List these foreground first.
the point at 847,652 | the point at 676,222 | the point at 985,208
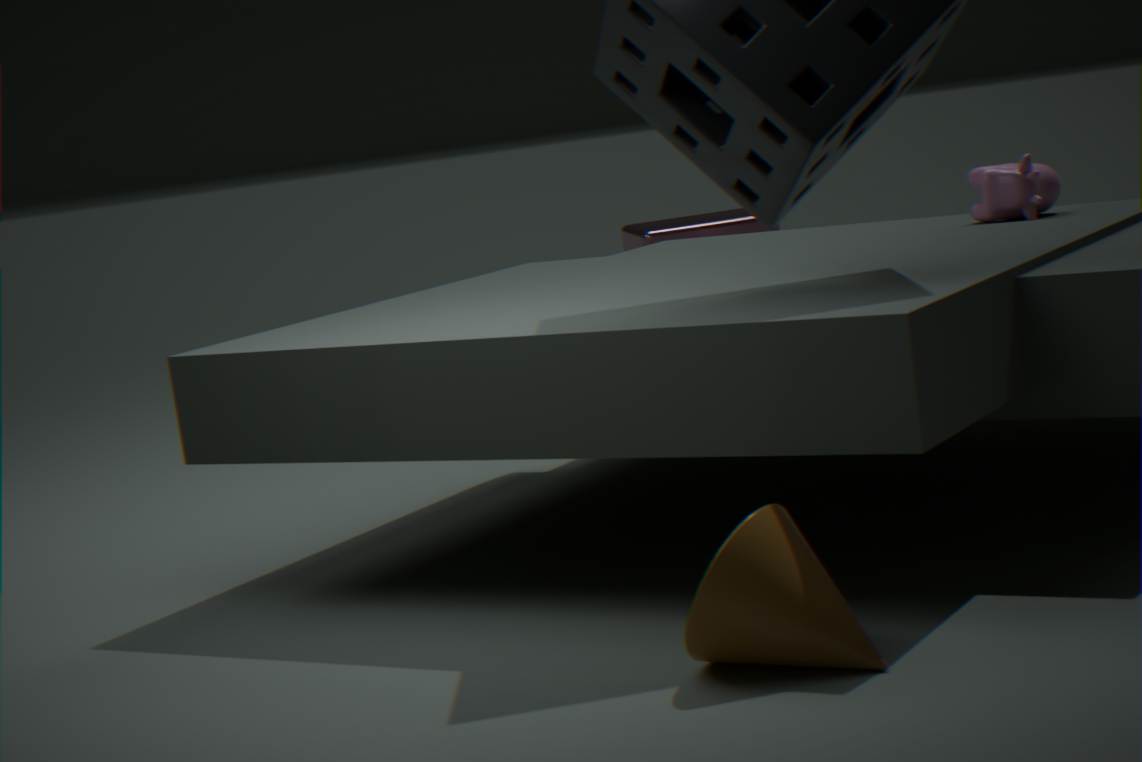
the point at 847,652 → the point at 985,208 → the point at 676,222
